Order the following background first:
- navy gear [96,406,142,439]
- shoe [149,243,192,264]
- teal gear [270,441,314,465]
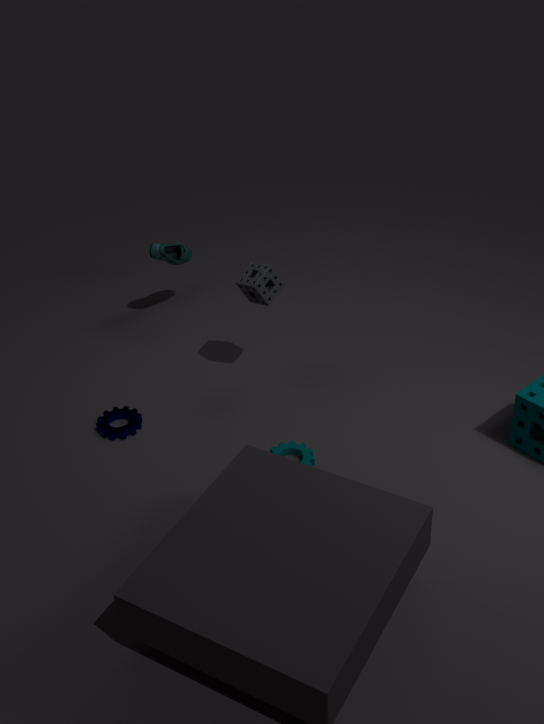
shoe [149,243,192,264] → navy gear [96,406,142,439] → teal gear [270,441,314,465]
